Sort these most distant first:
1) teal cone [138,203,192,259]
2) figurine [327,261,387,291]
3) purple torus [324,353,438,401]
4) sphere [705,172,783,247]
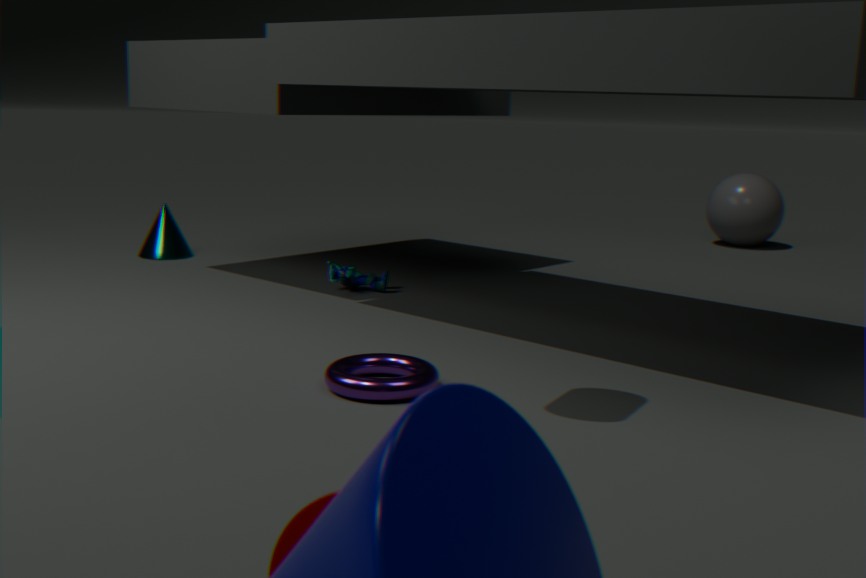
4. sphere [705,172,783,247] → 1. teal cone [138,203,192,259] → 2. figurine [327,261,387,291] → 3. purple torus [324,353,438,401]
